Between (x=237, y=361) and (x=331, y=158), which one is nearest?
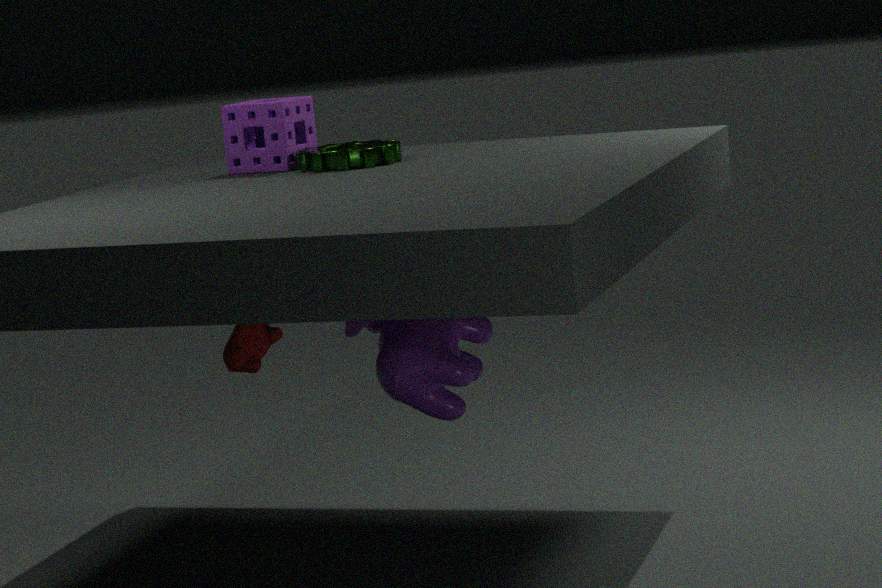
(x=331, y=158)
